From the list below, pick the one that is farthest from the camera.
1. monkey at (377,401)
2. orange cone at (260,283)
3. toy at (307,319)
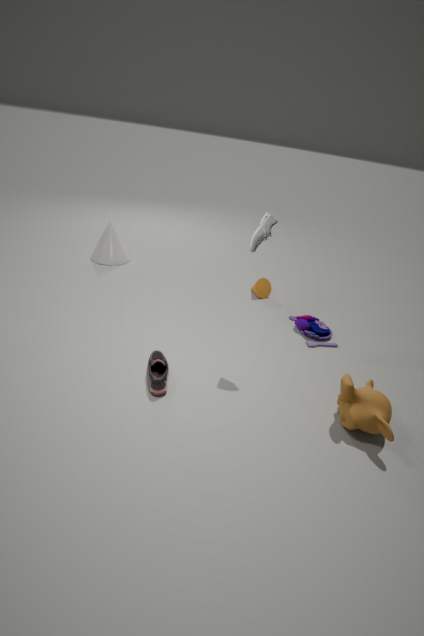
orange cone at (260,283)
